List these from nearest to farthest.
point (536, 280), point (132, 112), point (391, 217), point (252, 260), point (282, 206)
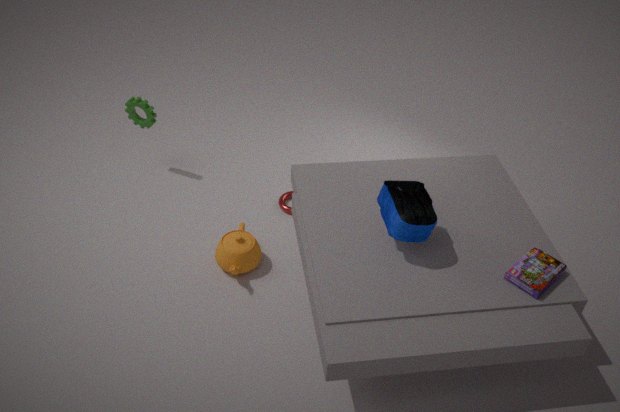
point (536, 280) < point (391, 217) < point (252, 260) < point (282, 206) < point (132, 112)
